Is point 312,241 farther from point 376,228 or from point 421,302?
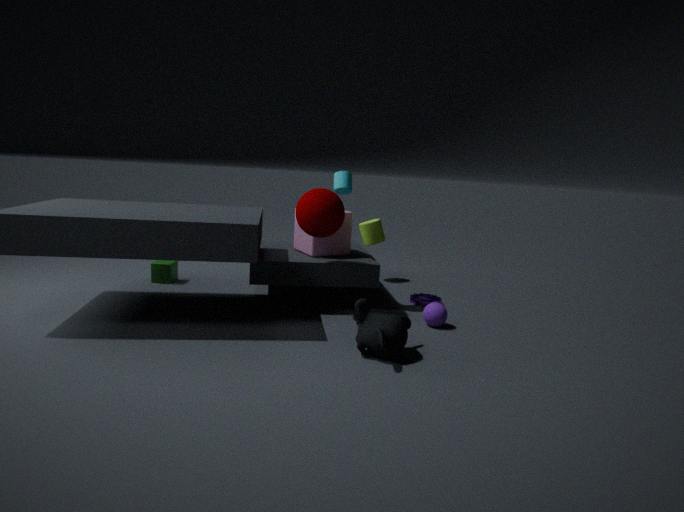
point 421,302
